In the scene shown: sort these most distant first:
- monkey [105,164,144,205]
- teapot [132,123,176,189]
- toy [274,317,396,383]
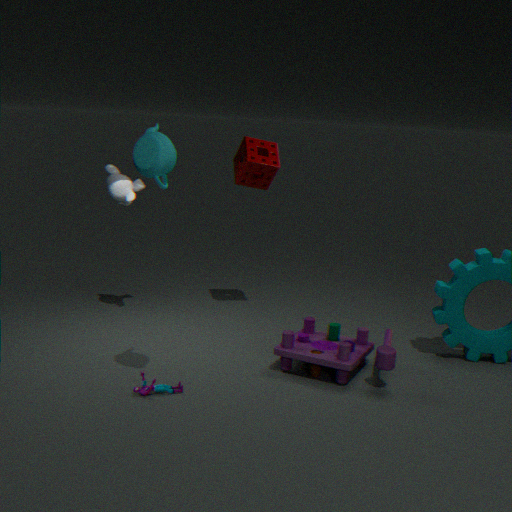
1. monkey [105,164,144,205]
2. toy [274,317,396,383]
3. teapot [132,123,176,189]
